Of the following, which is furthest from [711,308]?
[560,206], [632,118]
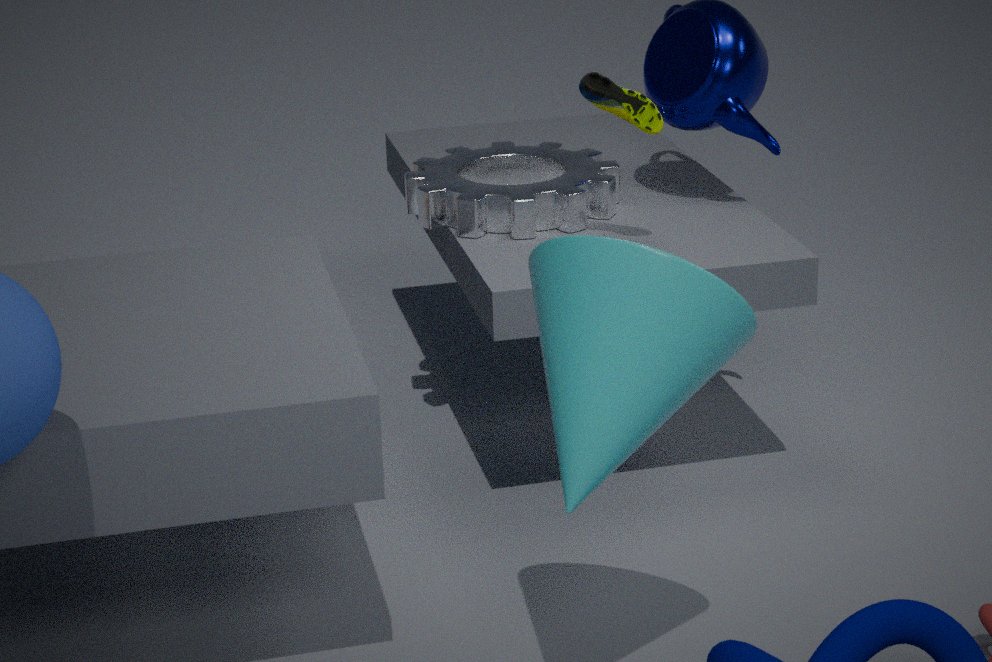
[560,206]
